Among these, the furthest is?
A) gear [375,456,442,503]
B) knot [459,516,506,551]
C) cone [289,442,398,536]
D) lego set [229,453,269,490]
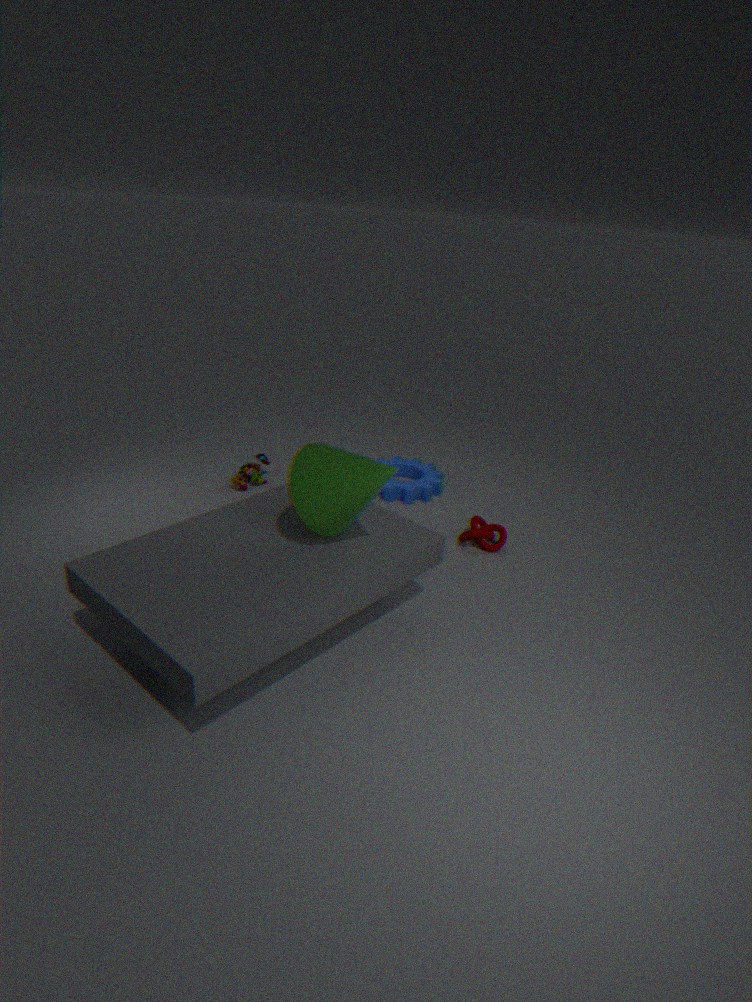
gear [375,456,442,503]
